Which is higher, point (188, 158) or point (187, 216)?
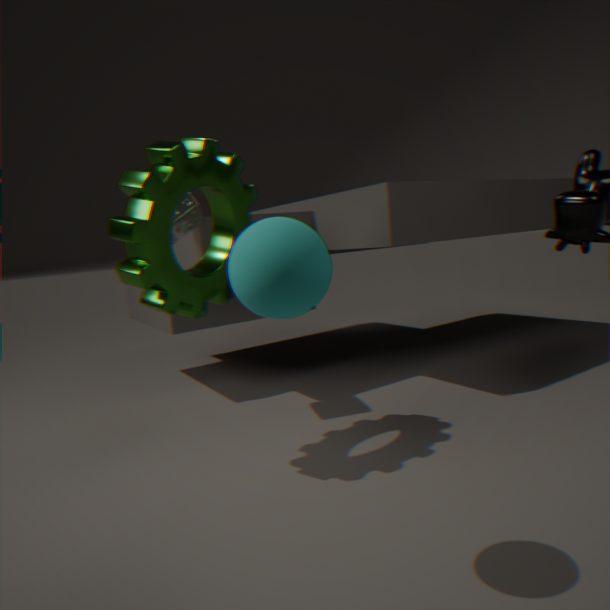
point (187, 216)
